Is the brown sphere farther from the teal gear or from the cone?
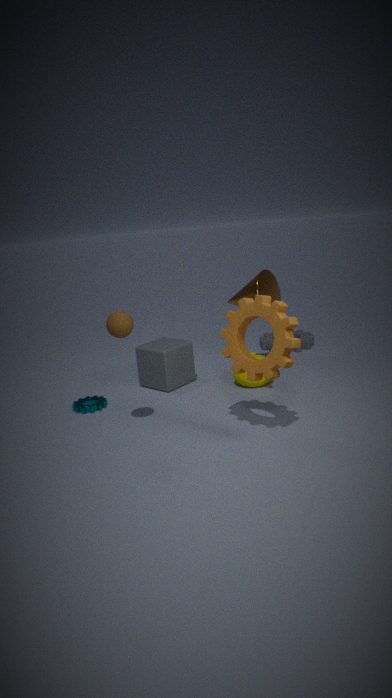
the cone
